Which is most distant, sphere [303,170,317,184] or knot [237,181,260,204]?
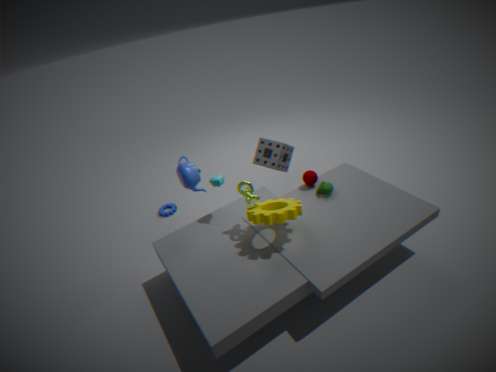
sphere [303,170,317,184]
